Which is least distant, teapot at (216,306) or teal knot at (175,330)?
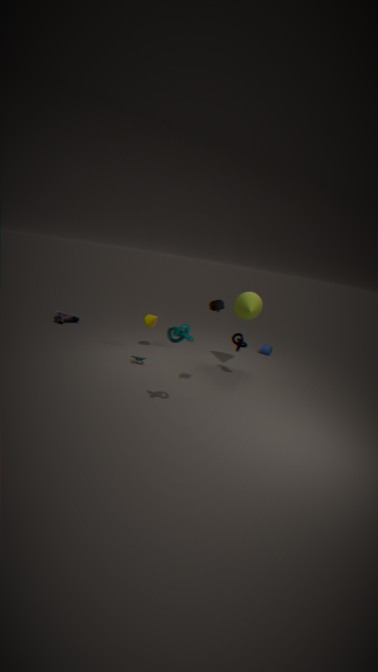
teal knot at (175,330)
